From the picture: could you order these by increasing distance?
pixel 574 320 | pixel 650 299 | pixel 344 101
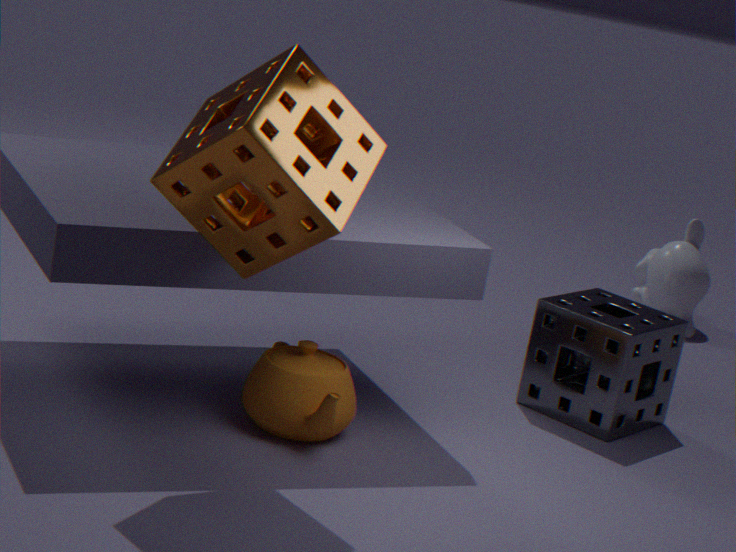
pixel 344 101 < pixel 574 320 < pixel 650 299
